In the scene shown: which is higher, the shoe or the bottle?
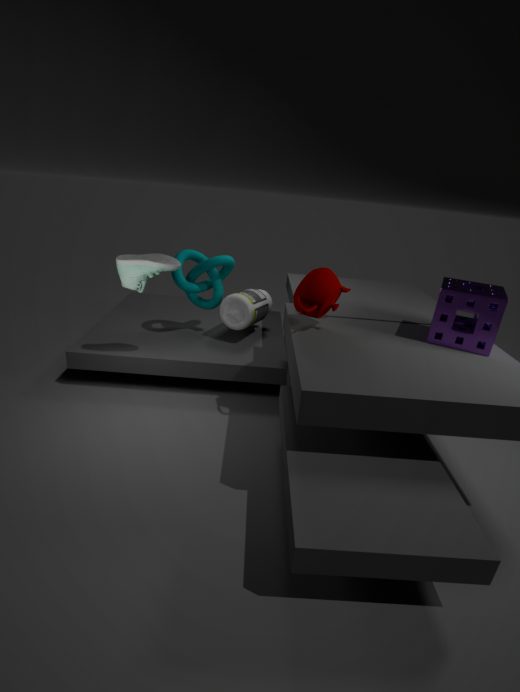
the shoe
